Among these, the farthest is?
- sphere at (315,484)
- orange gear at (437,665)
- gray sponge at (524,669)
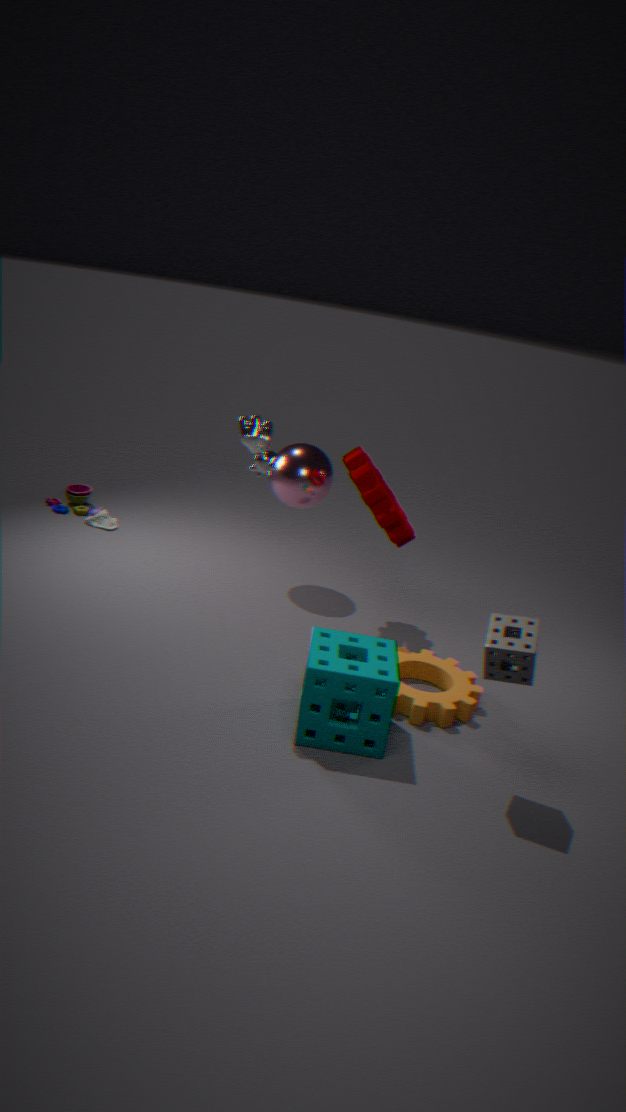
sphere at (315,484)
